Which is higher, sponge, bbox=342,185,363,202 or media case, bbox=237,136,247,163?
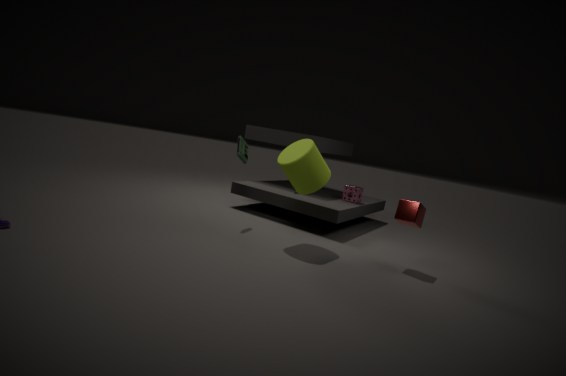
media case, bbox=237,136,247,163
